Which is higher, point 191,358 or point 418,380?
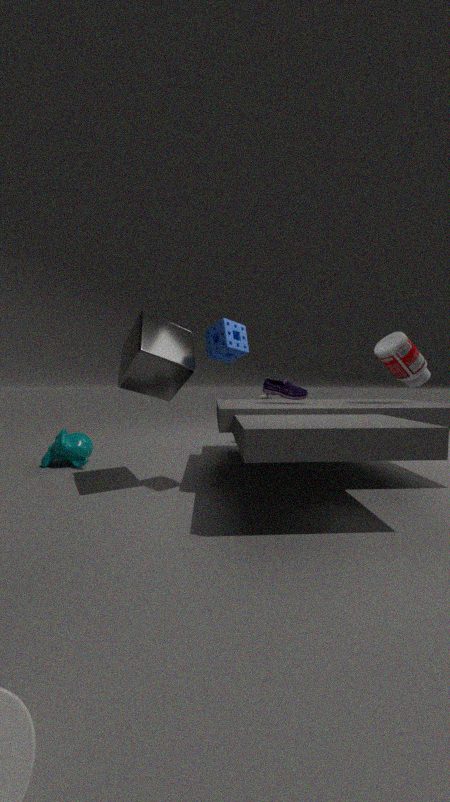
point 418,380
